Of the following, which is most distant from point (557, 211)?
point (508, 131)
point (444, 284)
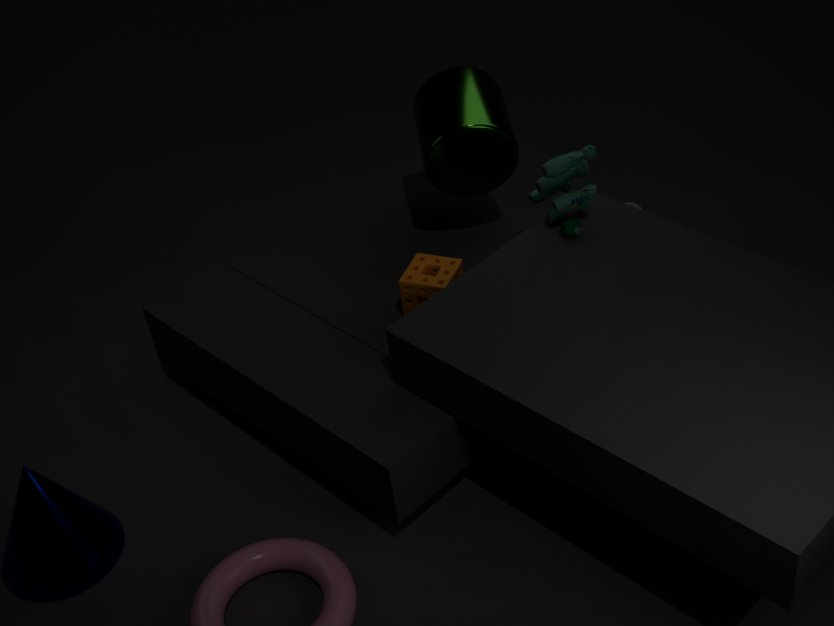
point (444, 284)
